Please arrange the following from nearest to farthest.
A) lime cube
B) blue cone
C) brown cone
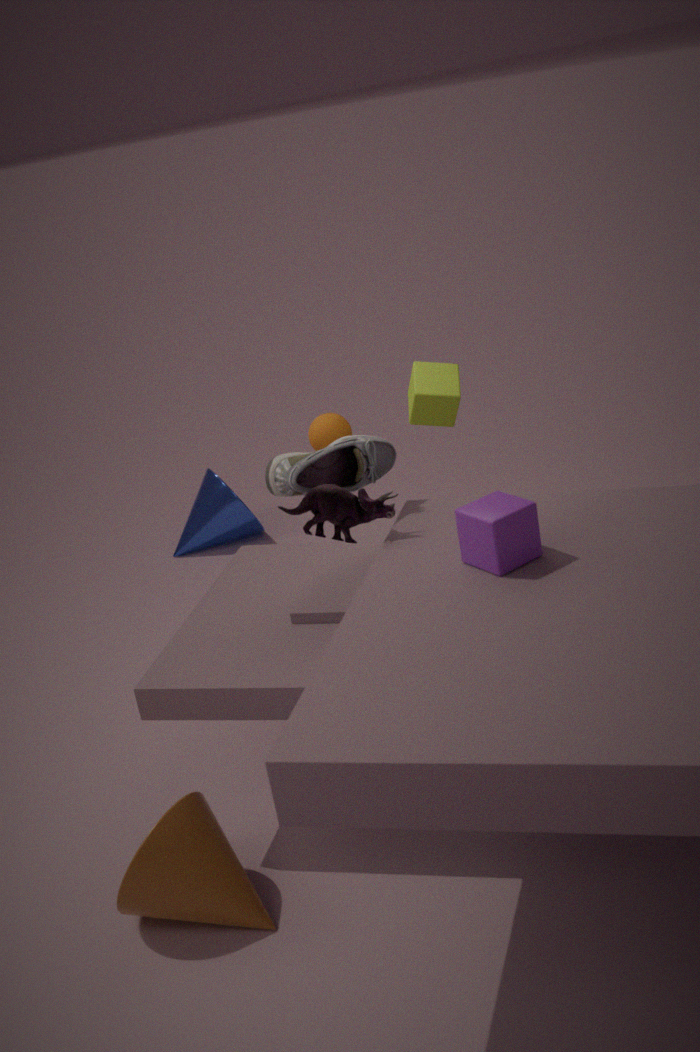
brown cone
lime cube
blue cone
